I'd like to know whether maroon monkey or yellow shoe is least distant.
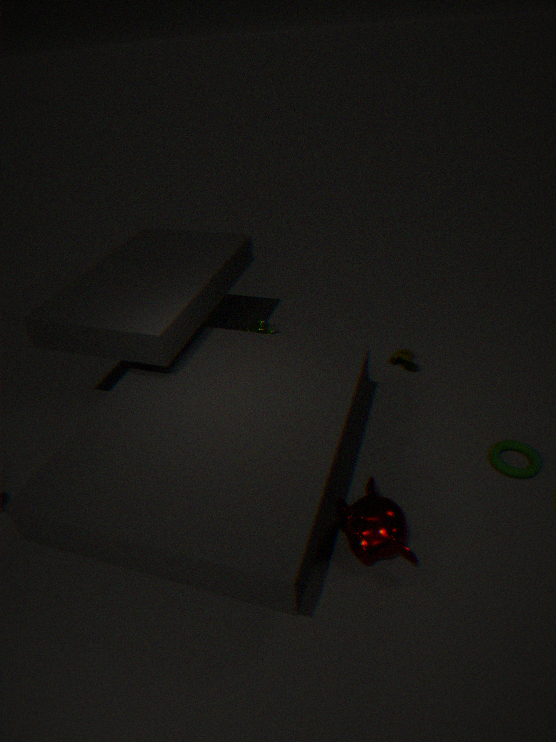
maroon monkey
